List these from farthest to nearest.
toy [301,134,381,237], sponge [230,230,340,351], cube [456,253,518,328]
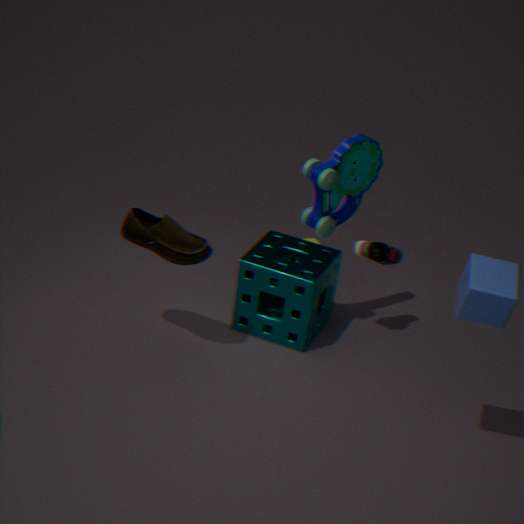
sponge [230,230,340,351]
toy [301,134,381,237]
cube [456,253,518,328]
